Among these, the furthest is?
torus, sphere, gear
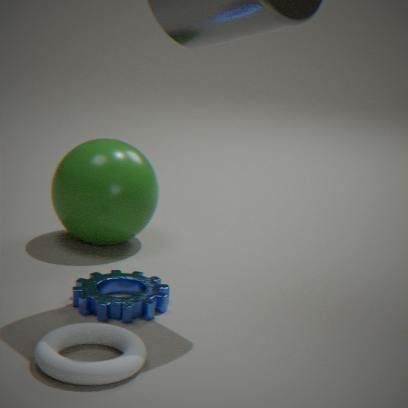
sphere
